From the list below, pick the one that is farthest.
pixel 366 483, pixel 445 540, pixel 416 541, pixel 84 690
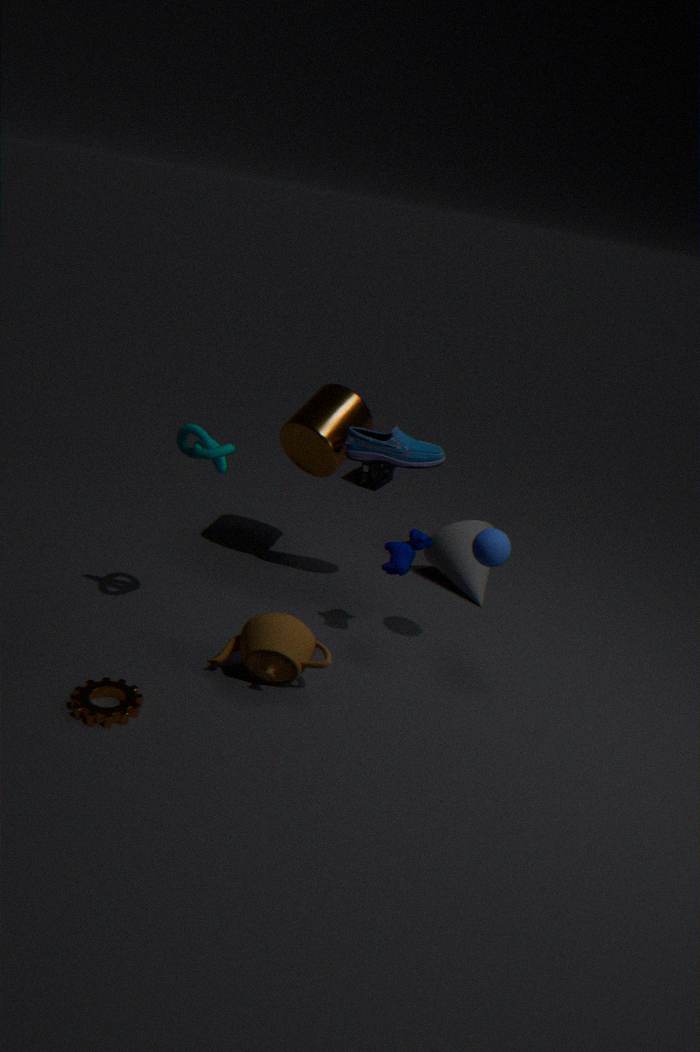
pixel 366 483
